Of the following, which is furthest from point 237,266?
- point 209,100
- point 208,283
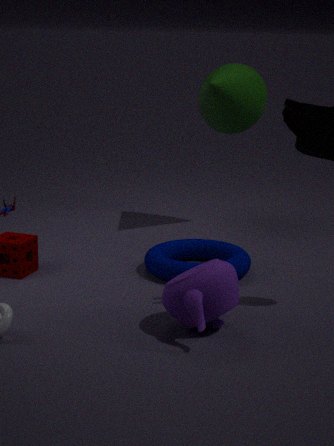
point 209,100
